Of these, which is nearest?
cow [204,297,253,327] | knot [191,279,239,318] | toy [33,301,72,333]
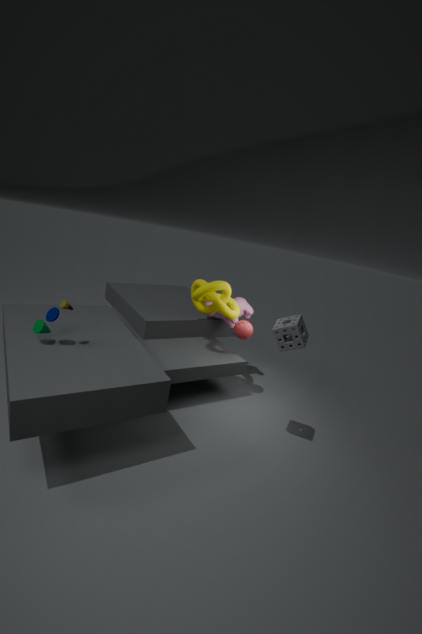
toy [33,301,72,333]
